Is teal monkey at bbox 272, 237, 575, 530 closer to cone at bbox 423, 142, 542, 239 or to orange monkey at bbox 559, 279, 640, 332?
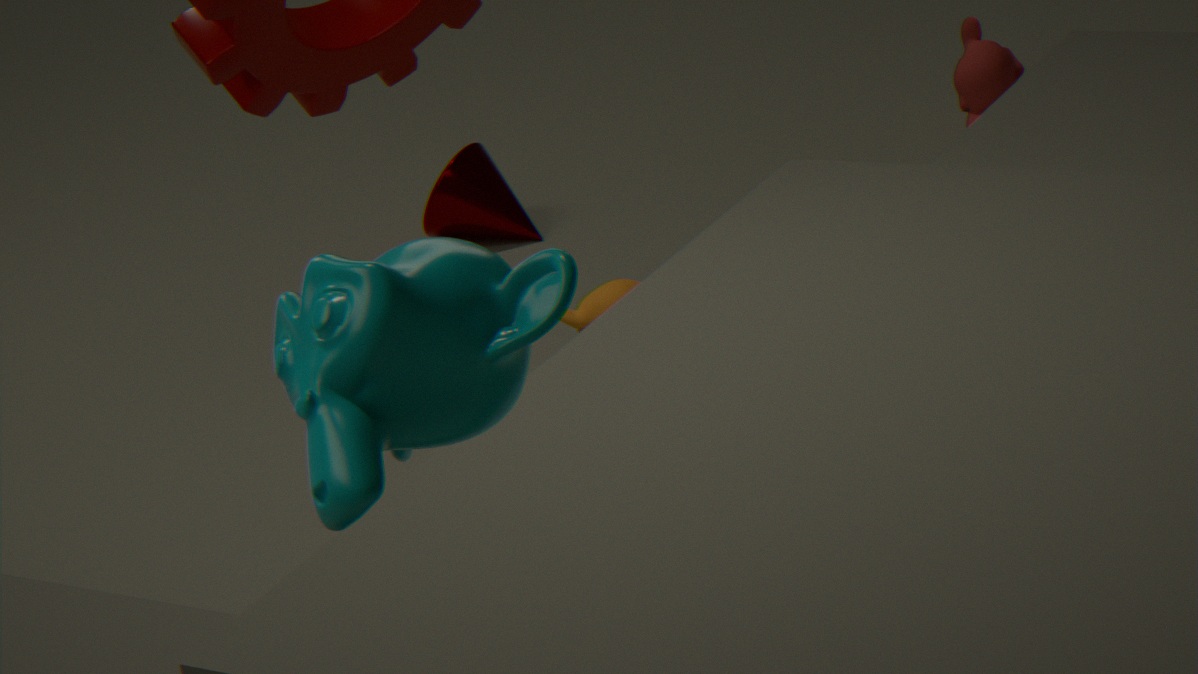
orange monkey at bbox 559, 279, 640, 332
